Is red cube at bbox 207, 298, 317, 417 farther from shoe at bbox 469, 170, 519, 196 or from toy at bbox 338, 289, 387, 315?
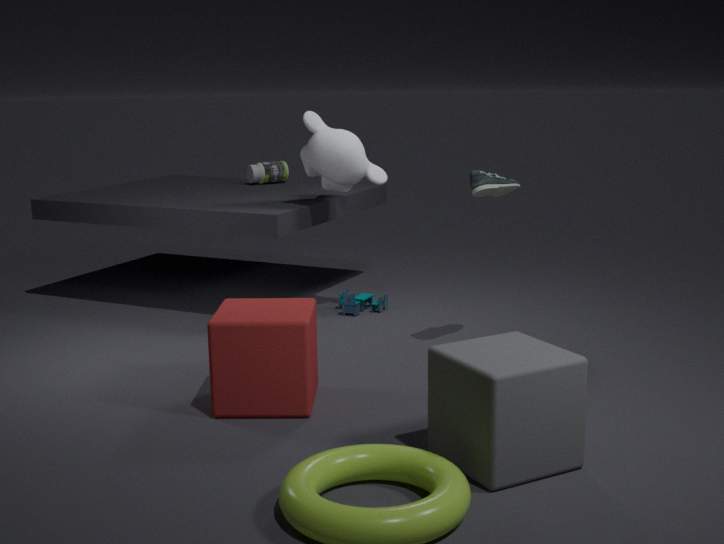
toy at bbox 338, 289, 387, 315
